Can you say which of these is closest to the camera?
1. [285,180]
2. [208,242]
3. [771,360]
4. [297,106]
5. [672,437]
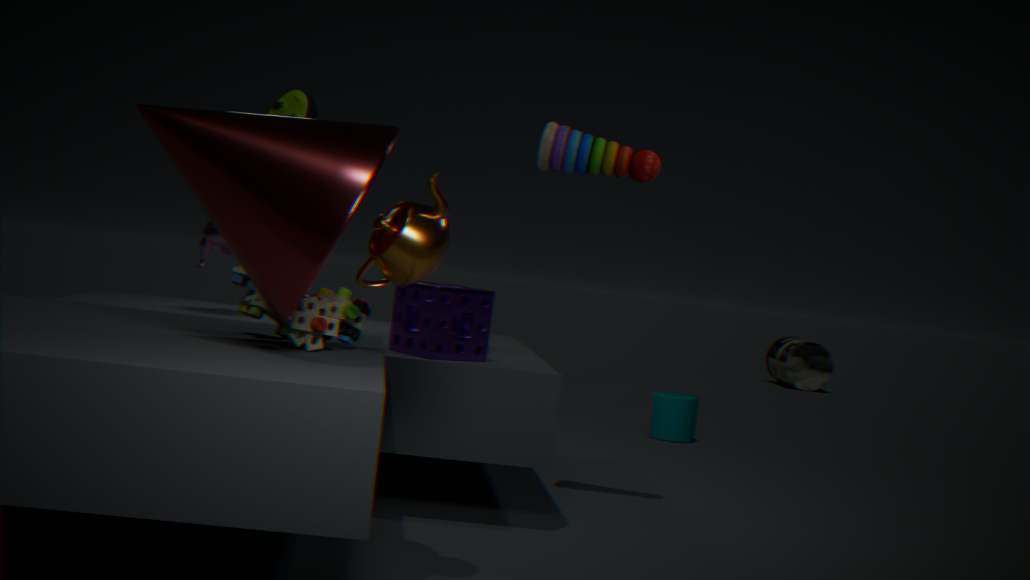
[285,180]
